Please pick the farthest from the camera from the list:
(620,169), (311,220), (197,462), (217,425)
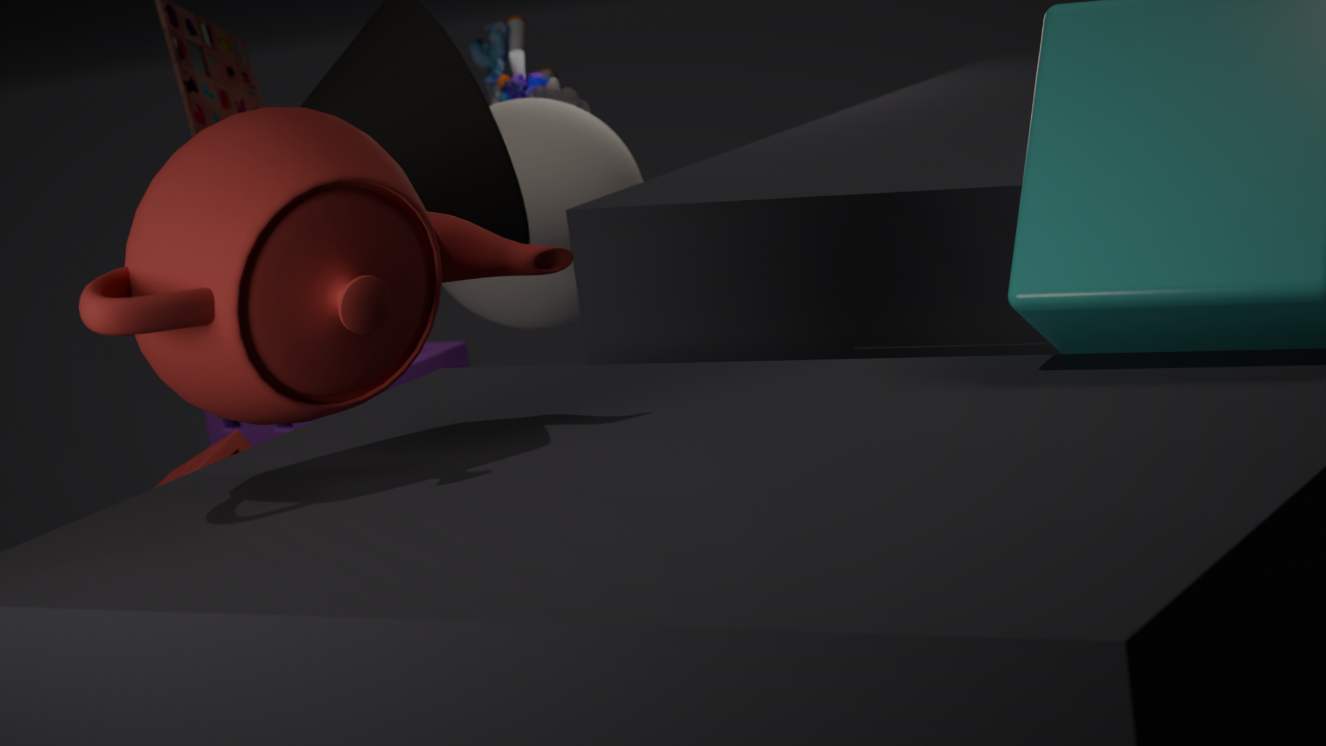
(217,425)
